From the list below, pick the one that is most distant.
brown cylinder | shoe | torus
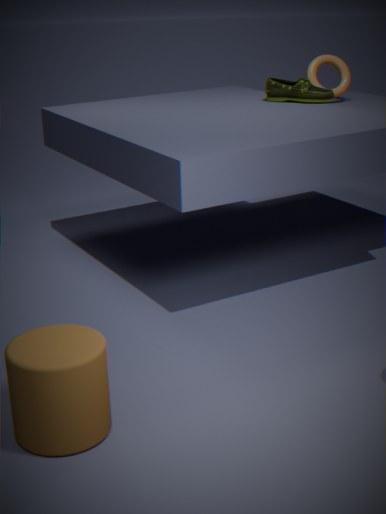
torus
